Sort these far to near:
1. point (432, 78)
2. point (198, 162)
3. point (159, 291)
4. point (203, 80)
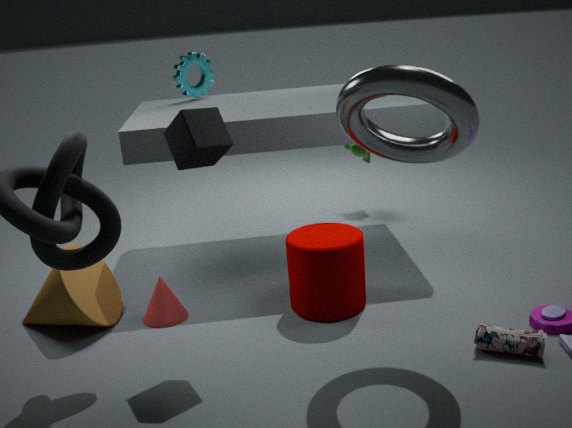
point (203, 80) → point (159, 291) → point (198, 162) → point (432, 78)
